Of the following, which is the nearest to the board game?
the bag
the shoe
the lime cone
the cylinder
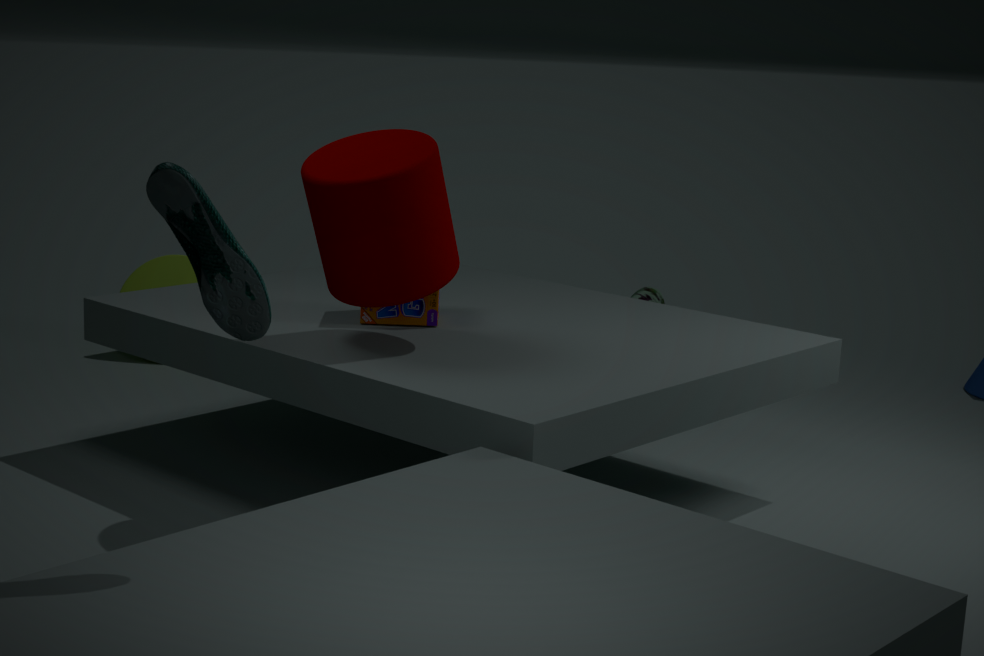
the cylinder
